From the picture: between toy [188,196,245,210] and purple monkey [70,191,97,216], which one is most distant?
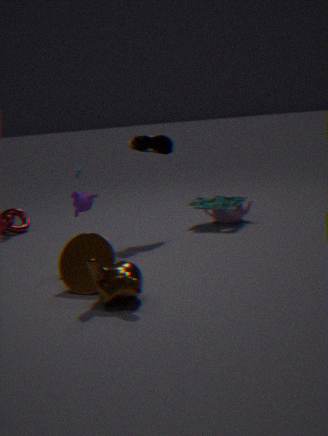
toy [188,196,245,210]
